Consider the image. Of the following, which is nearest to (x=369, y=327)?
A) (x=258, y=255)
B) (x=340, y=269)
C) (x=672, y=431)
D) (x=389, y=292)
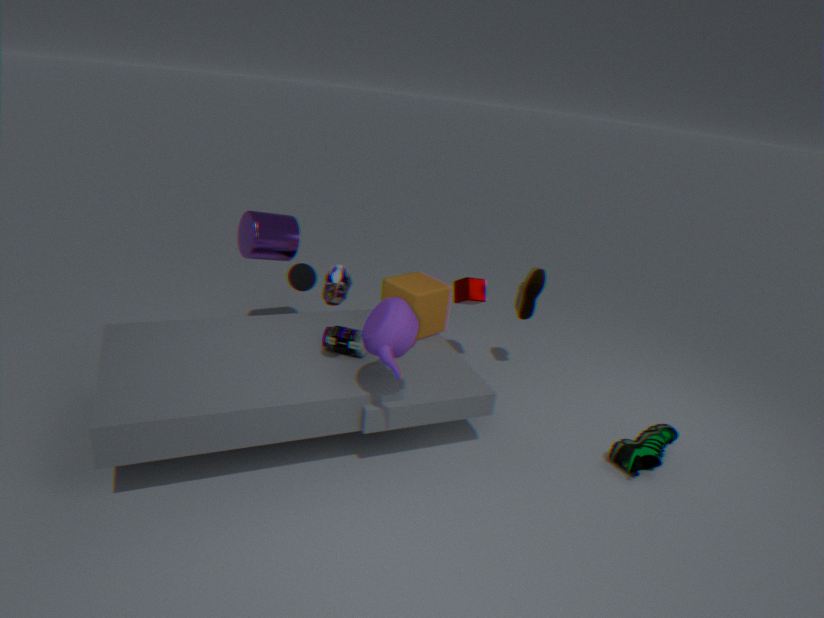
(x=340, y=269)
